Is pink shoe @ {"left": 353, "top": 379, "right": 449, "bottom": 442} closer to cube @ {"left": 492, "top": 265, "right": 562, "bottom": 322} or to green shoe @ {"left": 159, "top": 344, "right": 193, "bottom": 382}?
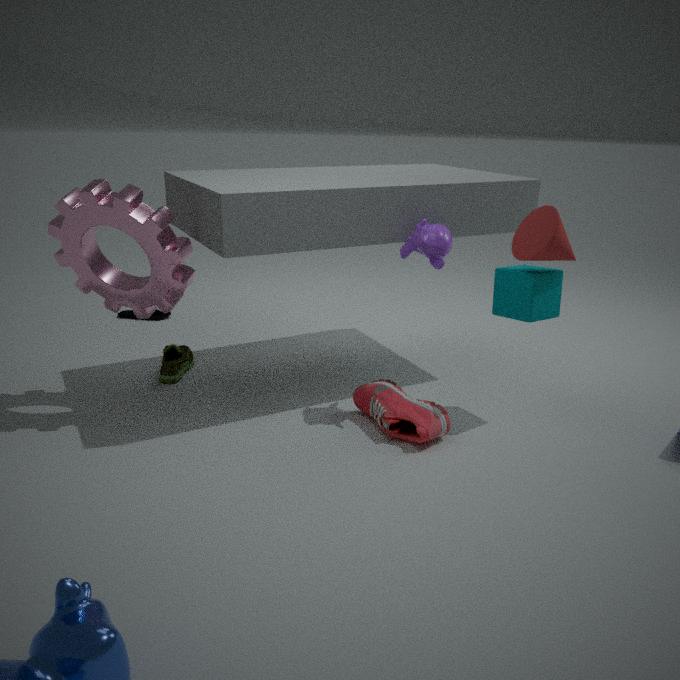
cube @ {"left": 492, "top": 265, "right": 562, "bottom": 322}
